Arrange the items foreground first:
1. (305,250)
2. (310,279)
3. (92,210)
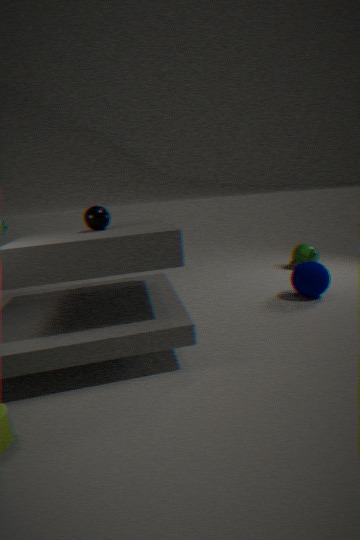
(92,210) → (310,279) → (305,250)
